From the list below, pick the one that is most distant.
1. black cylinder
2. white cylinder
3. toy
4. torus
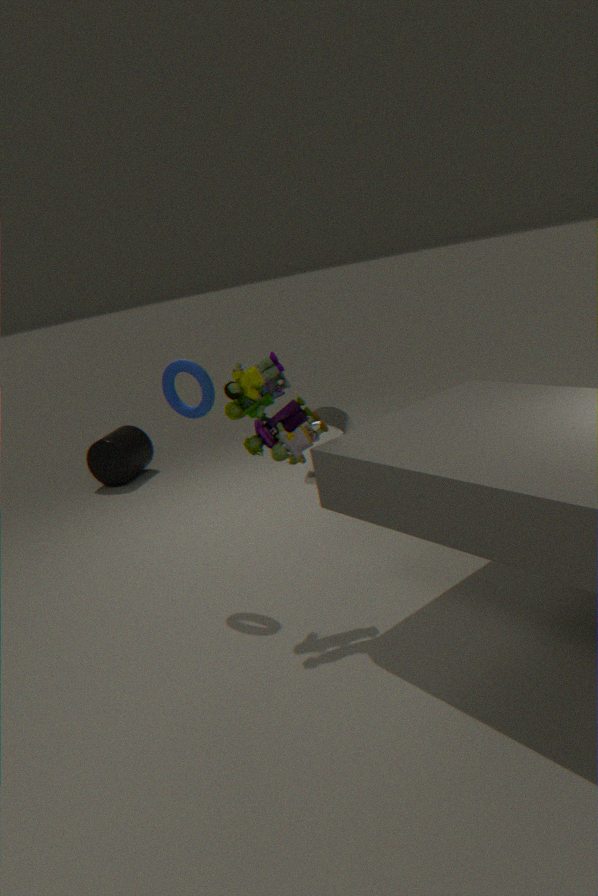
black cylinder
